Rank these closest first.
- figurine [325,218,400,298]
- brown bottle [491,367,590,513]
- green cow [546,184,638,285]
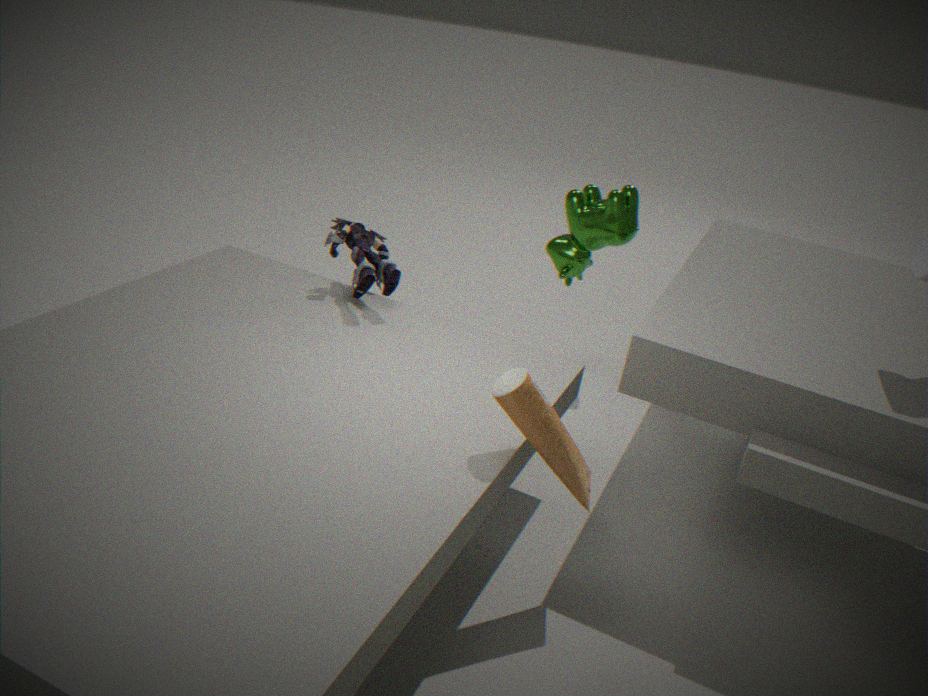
brown bottle [491,367,590,513], figurine [325,218,400,298], green cow [546,184,638,285]
